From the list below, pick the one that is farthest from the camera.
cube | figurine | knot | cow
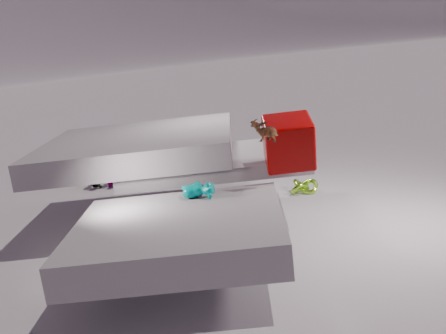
knot
